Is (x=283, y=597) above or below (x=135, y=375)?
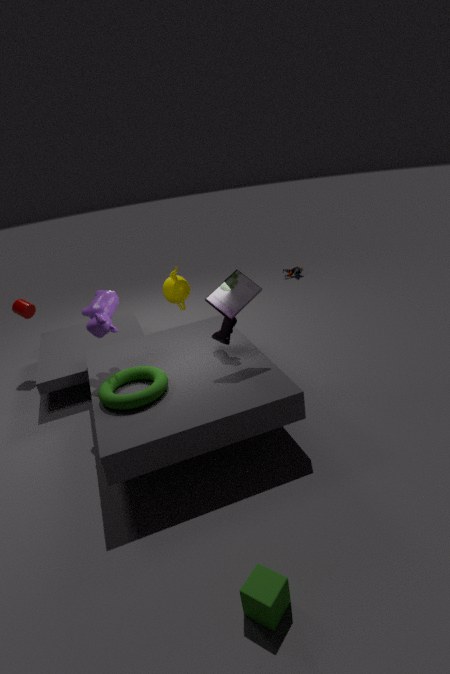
below
